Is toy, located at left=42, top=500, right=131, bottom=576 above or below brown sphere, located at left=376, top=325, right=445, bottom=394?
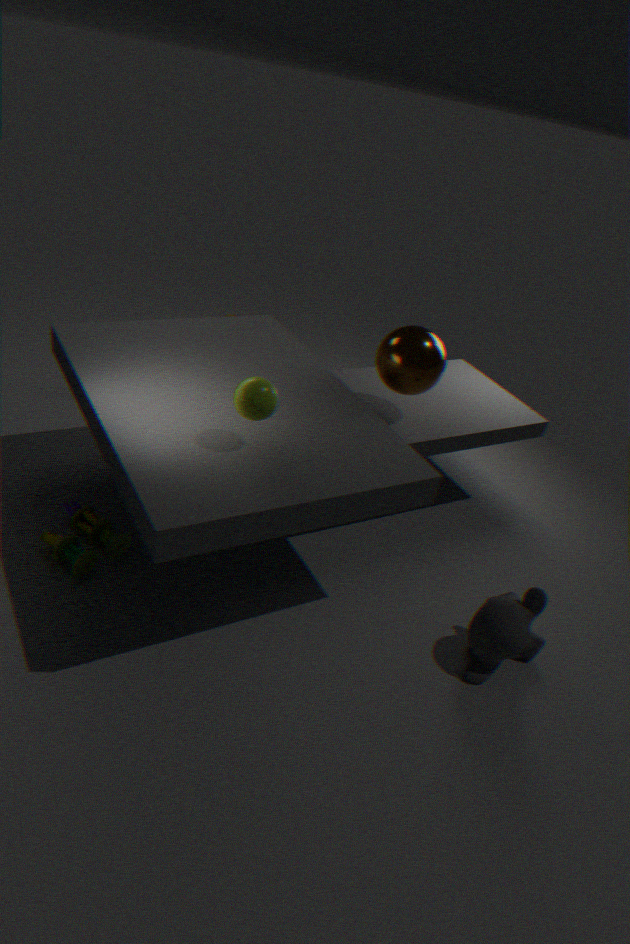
below
